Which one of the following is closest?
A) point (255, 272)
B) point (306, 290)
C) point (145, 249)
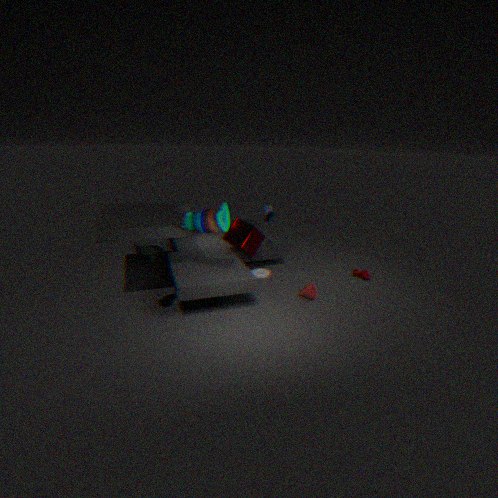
point (145, 249)
